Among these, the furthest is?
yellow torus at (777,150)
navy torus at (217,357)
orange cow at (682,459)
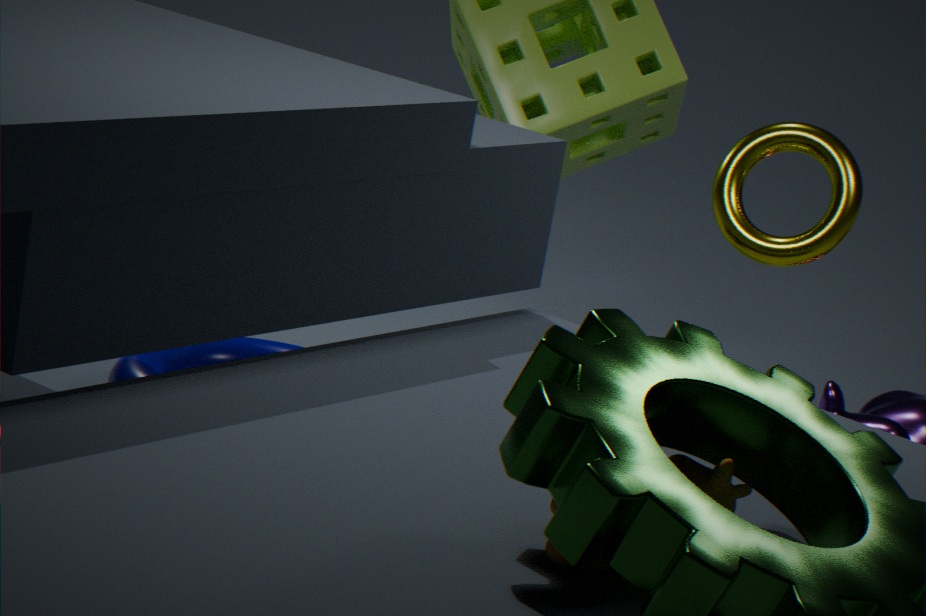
yellow torus at (777,150)
